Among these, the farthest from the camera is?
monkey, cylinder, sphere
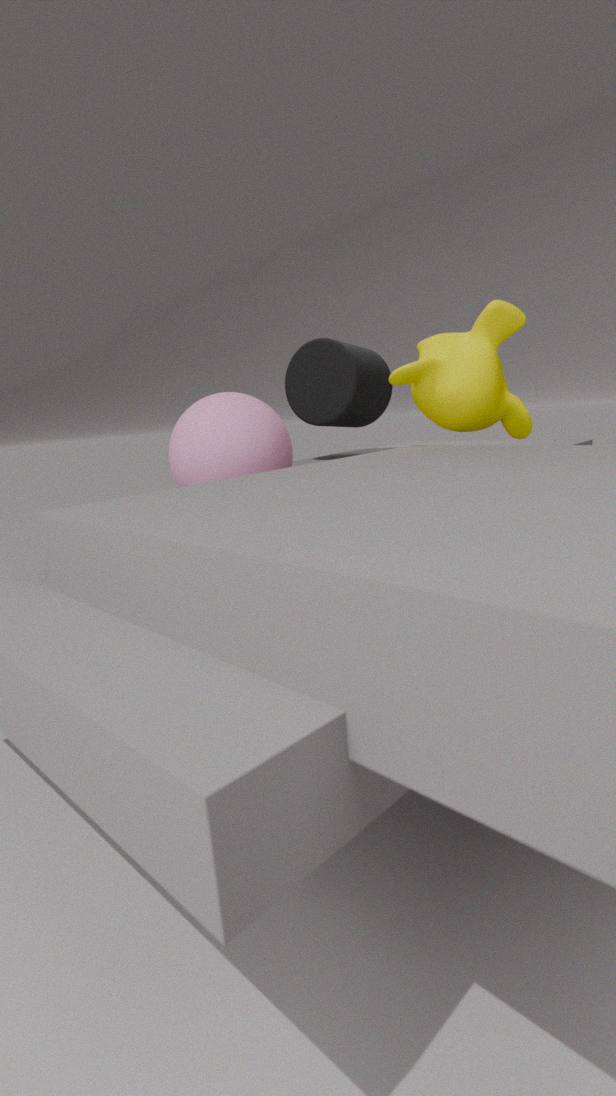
cylinder
